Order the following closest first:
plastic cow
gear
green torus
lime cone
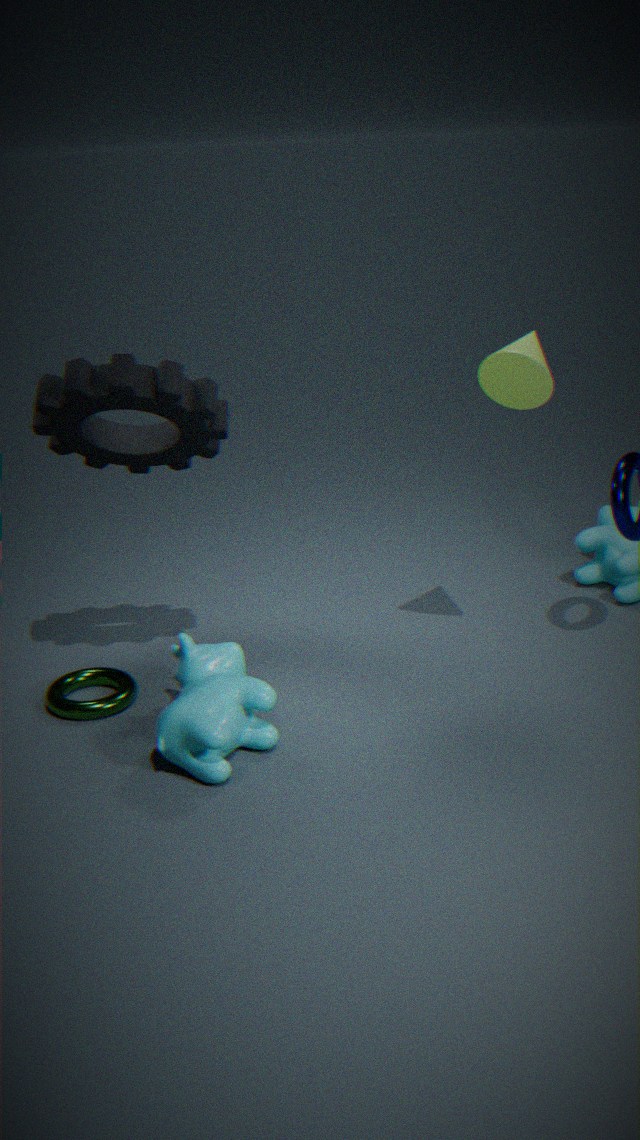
plastic cow → gear → lime cone → green torus
